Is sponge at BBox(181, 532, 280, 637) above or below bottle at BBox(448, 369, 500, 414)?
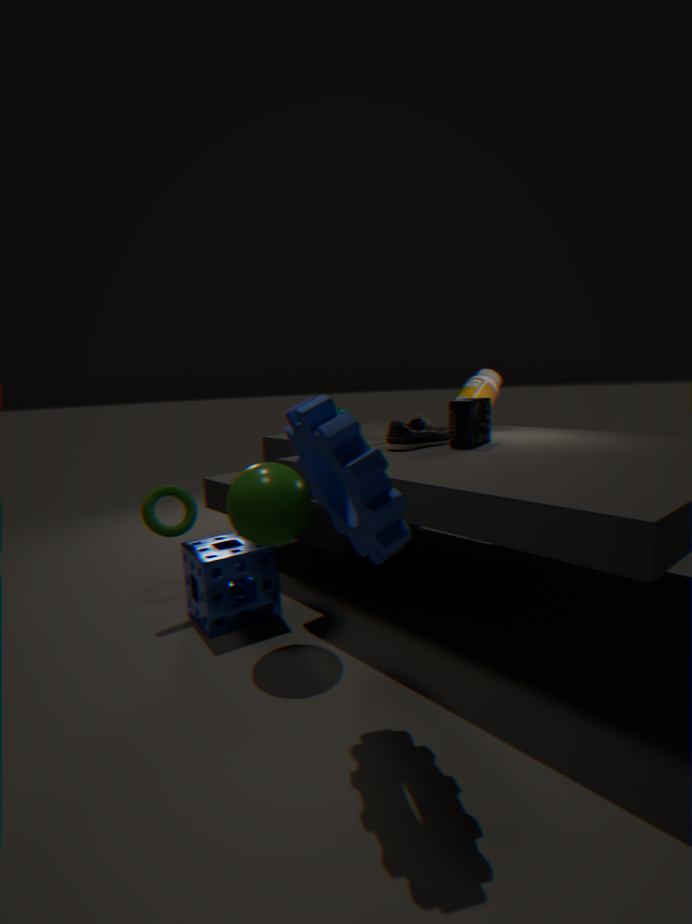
below
